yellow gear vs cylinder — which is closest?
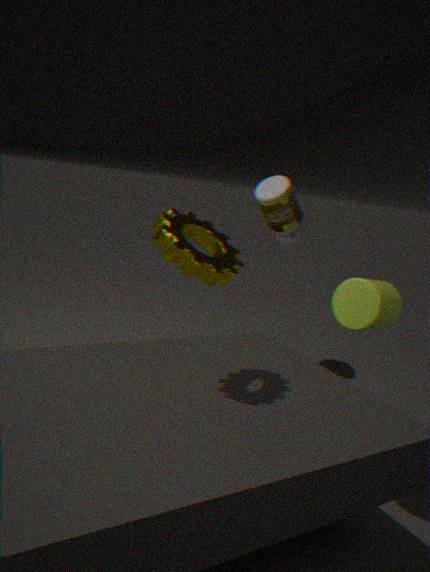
yellow gear
